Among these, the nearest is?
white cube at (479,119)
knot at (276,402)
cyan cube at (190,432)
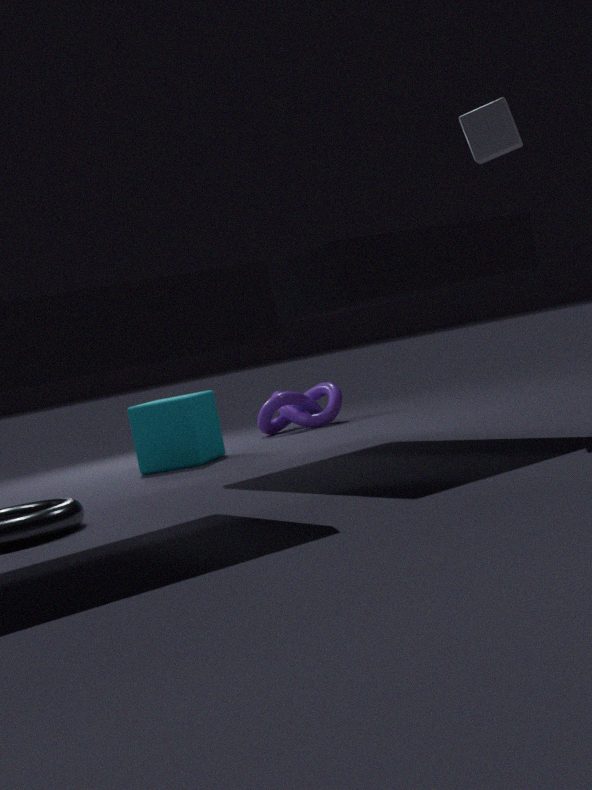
white cube at (479,119)
